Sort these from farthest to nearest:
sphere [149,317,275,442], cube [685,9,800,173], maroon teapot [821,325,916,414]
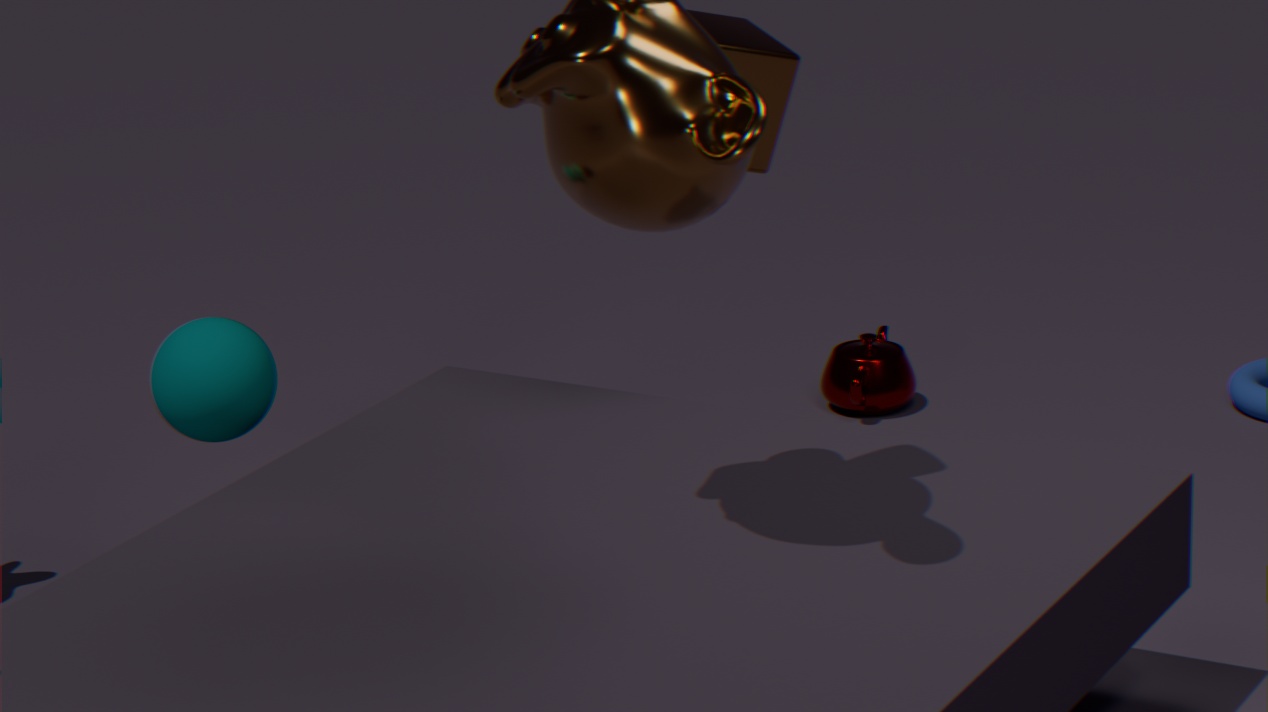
maroon teapot [821,325,916,414] → sphere [149,317,275,442] → cube [685,9,800,173]
